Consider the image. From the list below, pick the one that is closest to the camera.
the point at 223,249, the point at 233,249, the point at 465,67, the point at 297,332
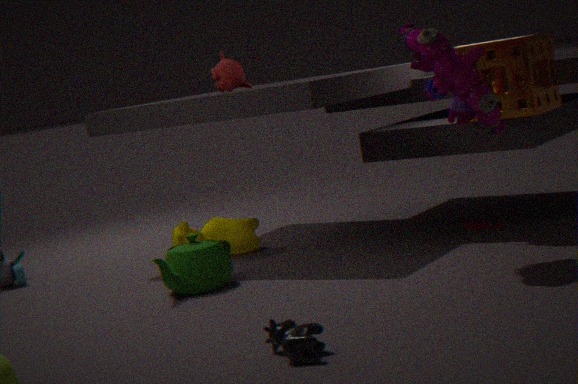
the point at 297,332
